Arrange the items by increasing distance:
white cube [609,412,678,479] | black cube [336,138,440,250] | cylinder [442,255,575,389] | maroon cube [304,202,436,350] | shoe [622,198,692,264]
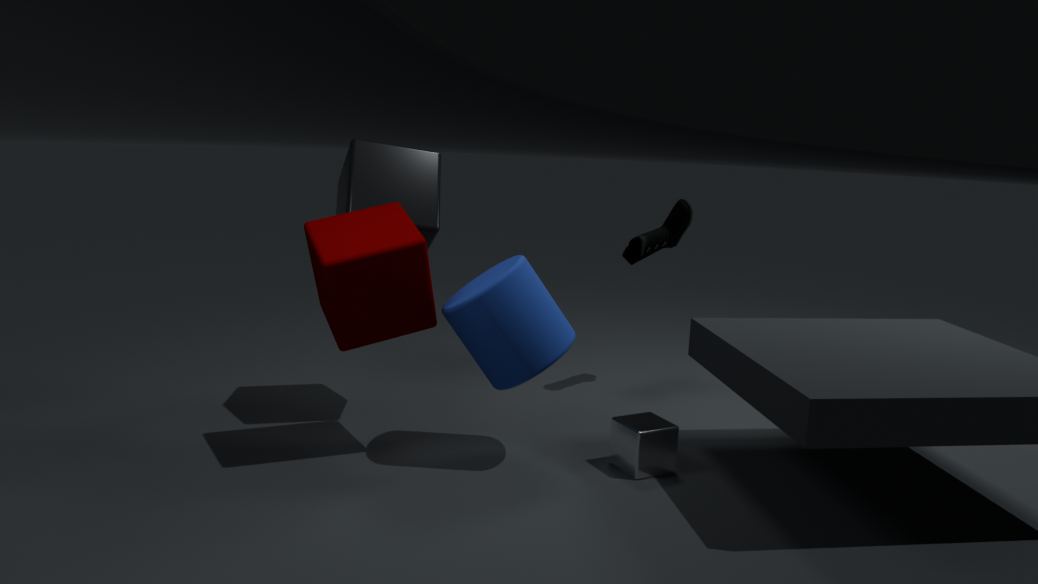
maroon cube [304,202,436,350] → cylinder [442,255,575,389] → white cube [609,412,678,479] → black cube [336,138,440,250] → shoe [622,198,692,264]
